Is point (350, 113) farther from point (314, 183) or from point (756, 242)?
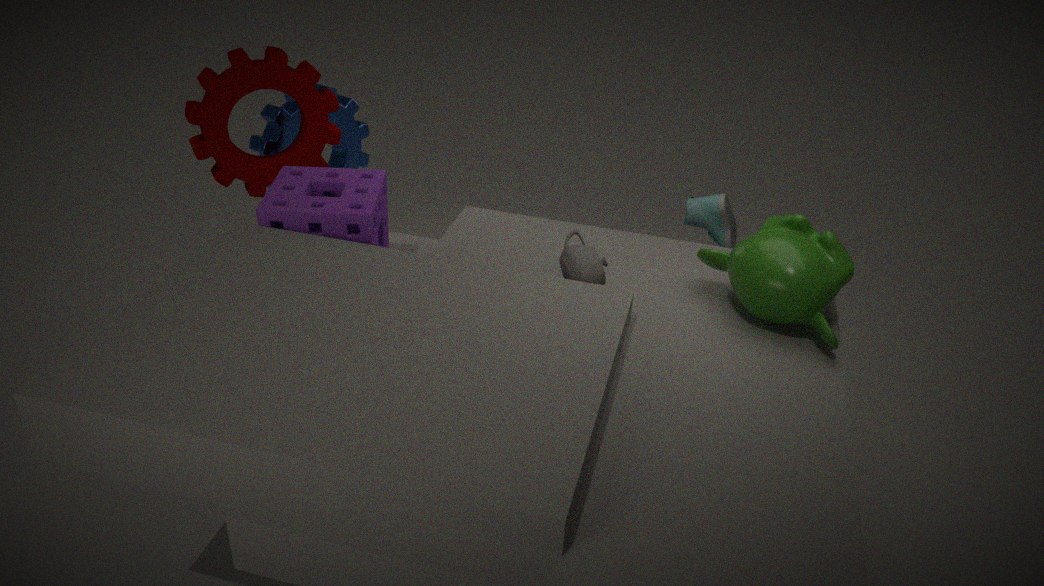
point (756, 242)
